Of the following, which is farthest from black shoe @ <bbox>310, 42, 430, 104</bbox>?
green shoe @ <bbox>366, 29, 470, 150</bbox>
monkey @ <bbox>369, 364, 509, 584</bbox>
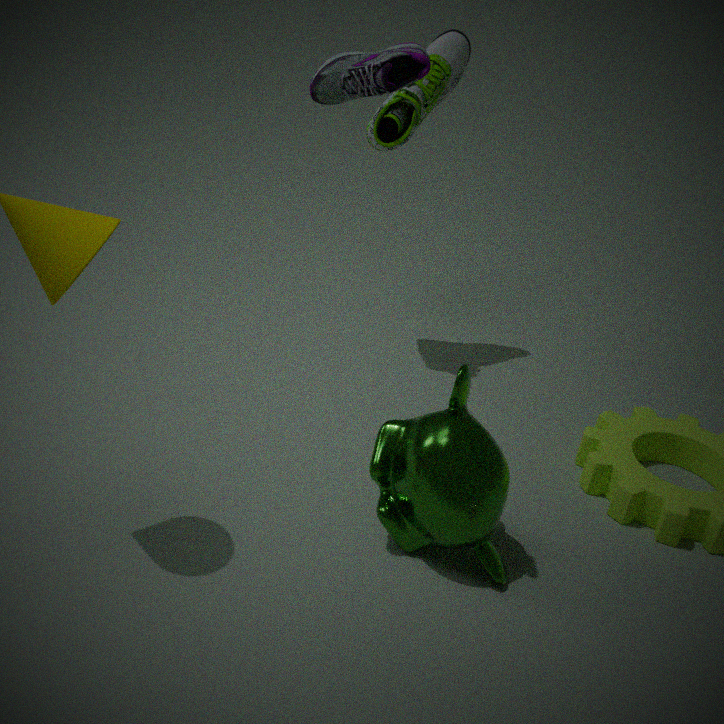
green shoe @ <bbox>366, 29, 470, 150</bbox>
